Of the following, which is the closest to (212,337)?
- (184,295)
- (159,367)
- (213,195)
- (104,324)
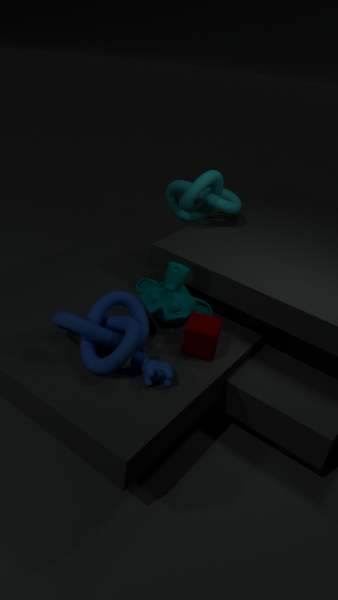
(184,295)
